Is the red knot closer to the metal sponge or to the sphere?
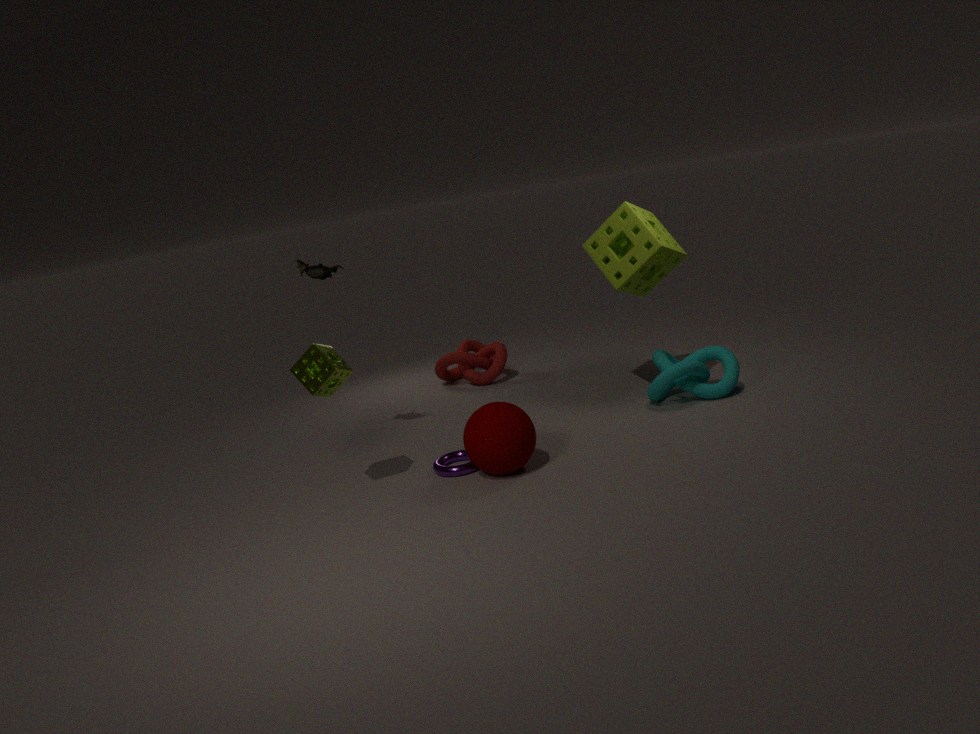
the sphere
